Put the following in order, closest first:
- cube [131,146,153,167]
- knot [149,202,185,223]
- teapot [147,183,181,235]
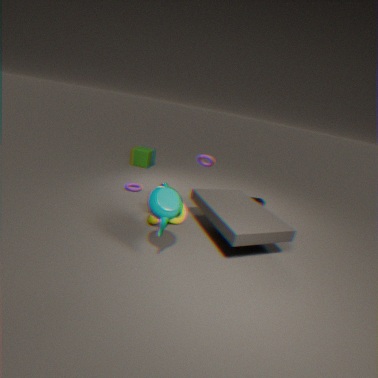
teapot [147,183,181,235], knot [149,202,185,223], cube [131,146,153,167]
